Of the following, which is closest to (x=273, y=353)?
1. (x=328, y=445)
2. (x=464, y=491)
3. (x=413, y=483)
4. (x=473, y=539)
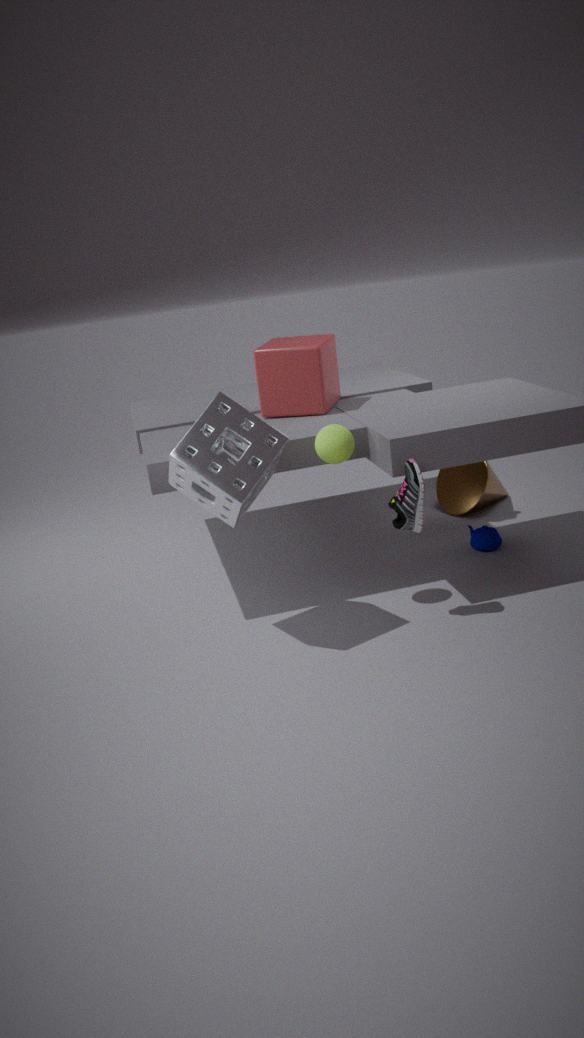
(x=328, y=445)
